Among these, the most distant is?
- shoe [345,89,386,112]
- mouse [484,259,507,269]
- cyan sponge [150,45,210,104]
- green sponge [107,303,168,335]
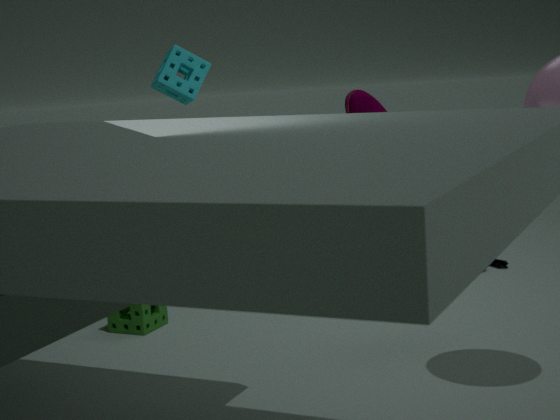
mouse [484,259,507,269]
